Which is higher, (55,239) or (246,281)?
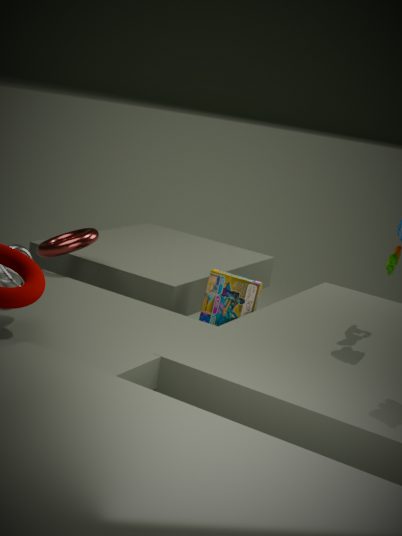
(55,239)
